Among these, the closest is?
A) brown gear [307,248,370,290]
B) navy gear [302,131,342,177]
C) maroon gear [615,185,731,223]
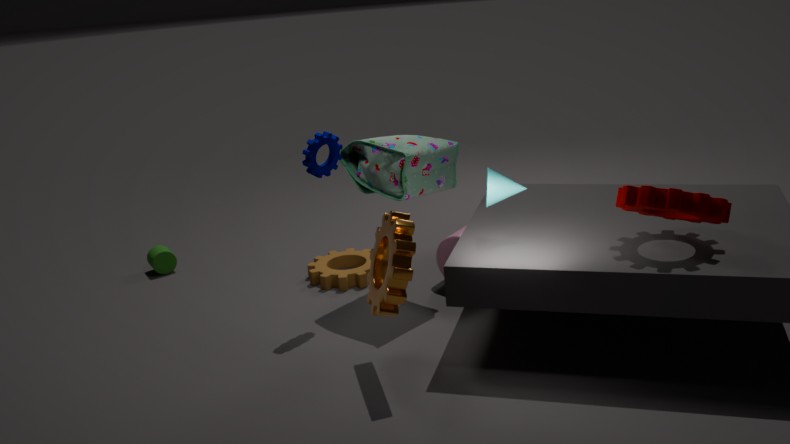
maroon gear [615,185,731,223]
